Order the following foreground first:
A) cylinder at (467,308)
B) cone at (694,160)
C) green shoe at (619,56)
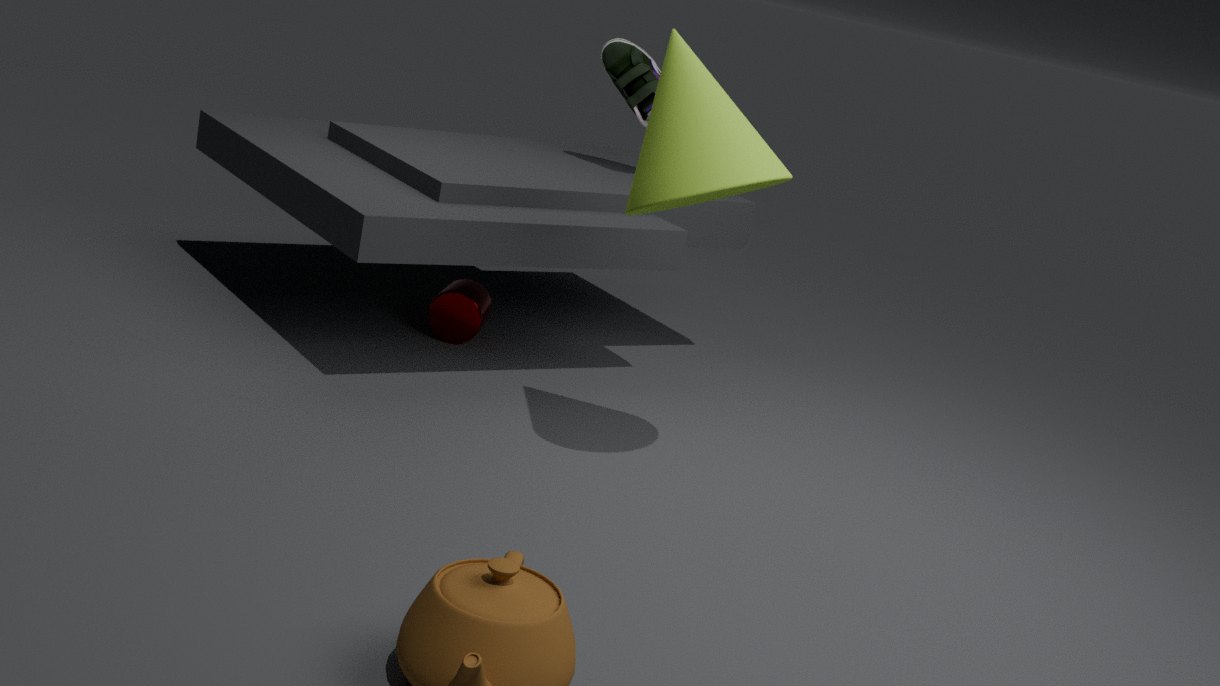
B. cone at (694,160) → A. cylinder at (467,308) → C. green shoe at (619,56)
